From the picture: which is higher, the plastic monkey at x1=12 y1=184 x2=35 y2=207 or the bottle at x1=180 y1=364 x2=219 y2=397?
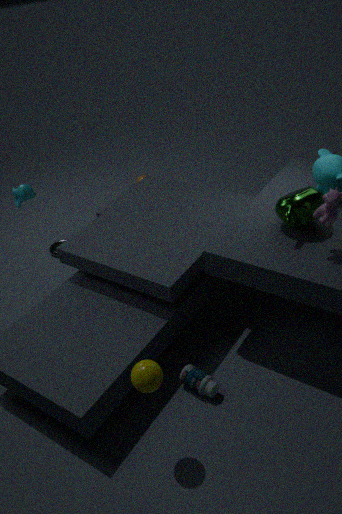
the plastic monkey at x1=12 y1=184 x2=35 y2=207
